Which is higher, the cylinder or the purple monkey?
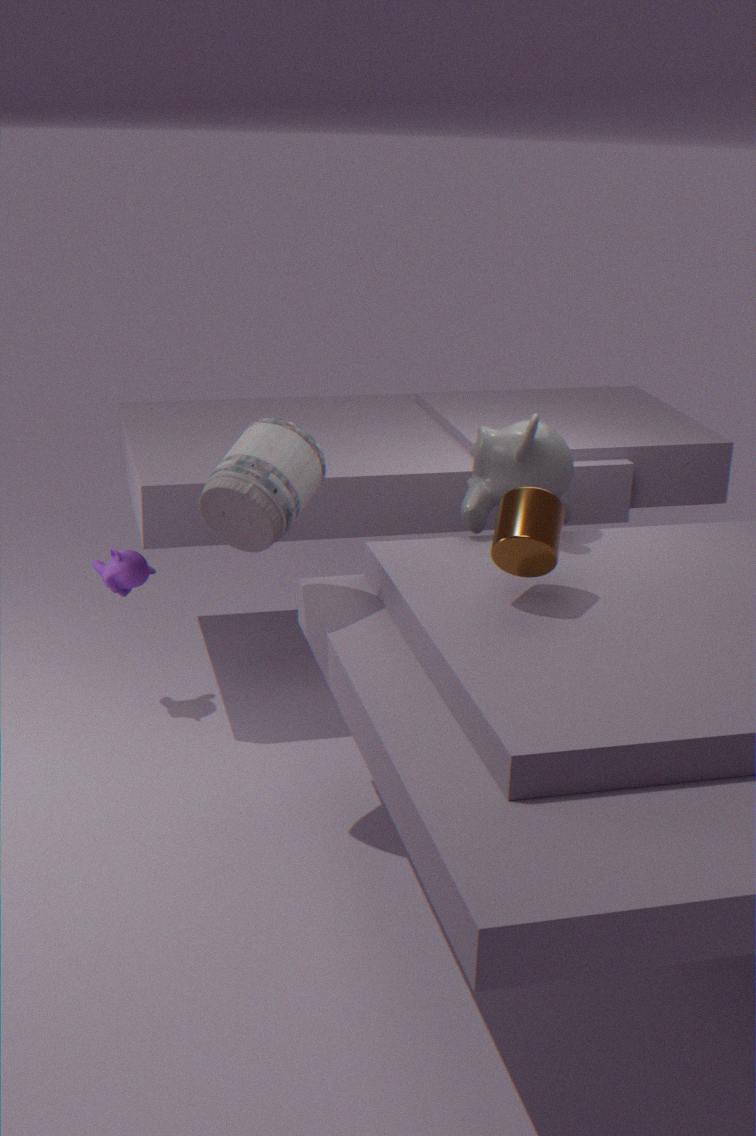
the cylinder
